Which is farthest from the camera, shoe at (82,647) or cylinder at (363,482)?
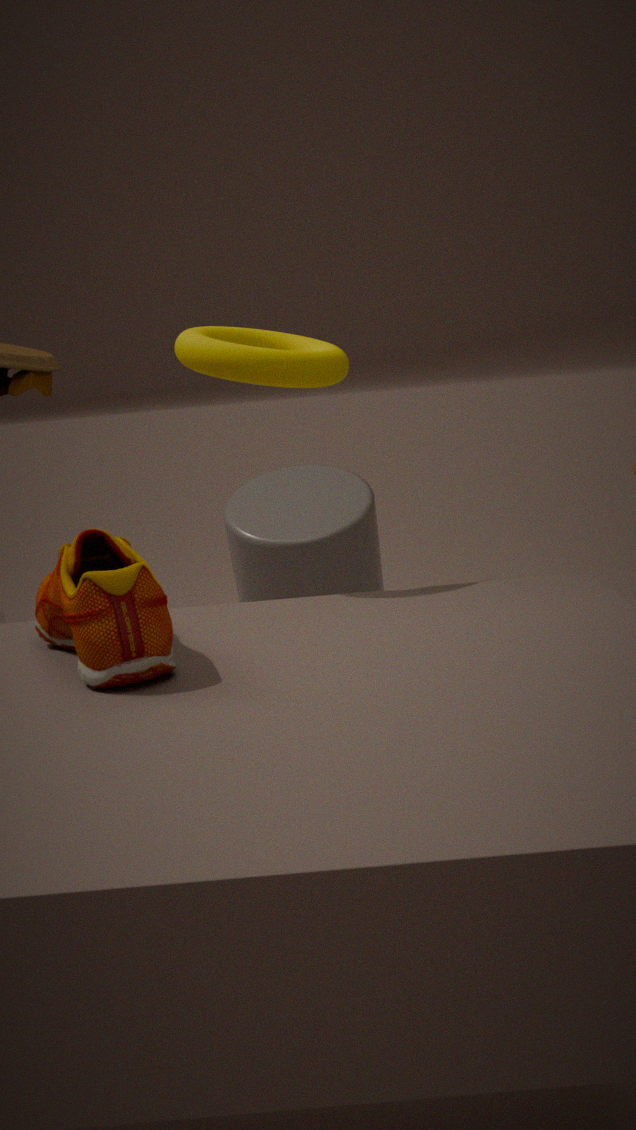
cylinder at (363,482)
